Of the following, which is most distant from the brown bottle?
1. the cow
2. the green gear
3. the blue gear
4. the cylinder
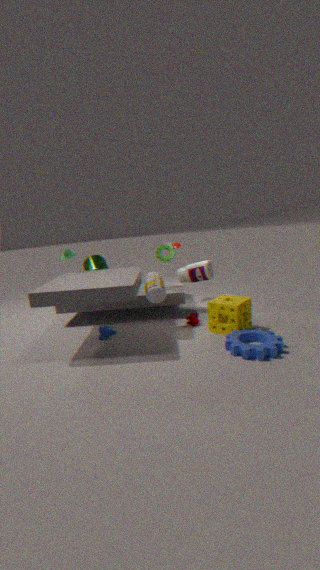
the cylinder
